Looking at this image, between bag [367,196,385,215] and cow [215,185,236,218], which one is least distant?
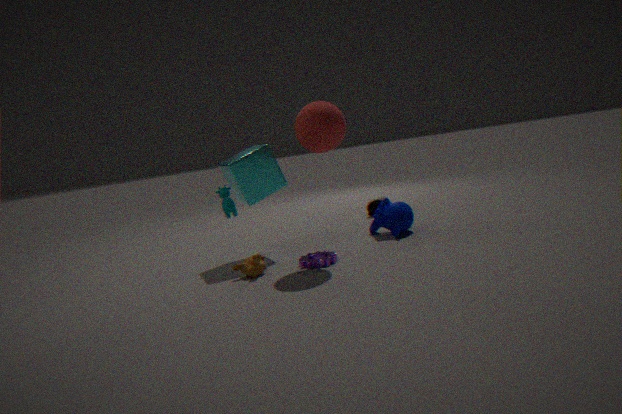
cow [215,185,236,218]
